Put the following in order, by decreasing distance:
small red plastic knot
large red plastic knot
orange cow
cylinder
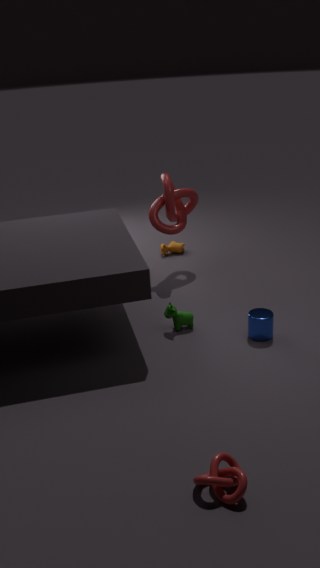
orange cow → large red plastic knot → cylinder → small red plastic knot
